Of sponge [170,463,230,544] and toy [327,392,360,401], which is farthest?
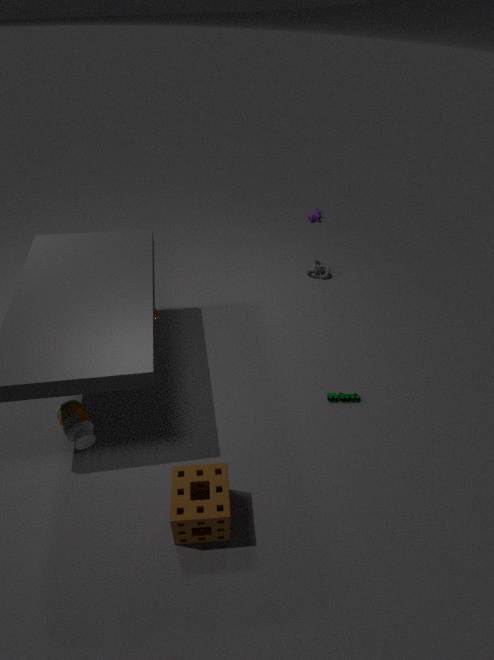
toy [327,392,360,401]
